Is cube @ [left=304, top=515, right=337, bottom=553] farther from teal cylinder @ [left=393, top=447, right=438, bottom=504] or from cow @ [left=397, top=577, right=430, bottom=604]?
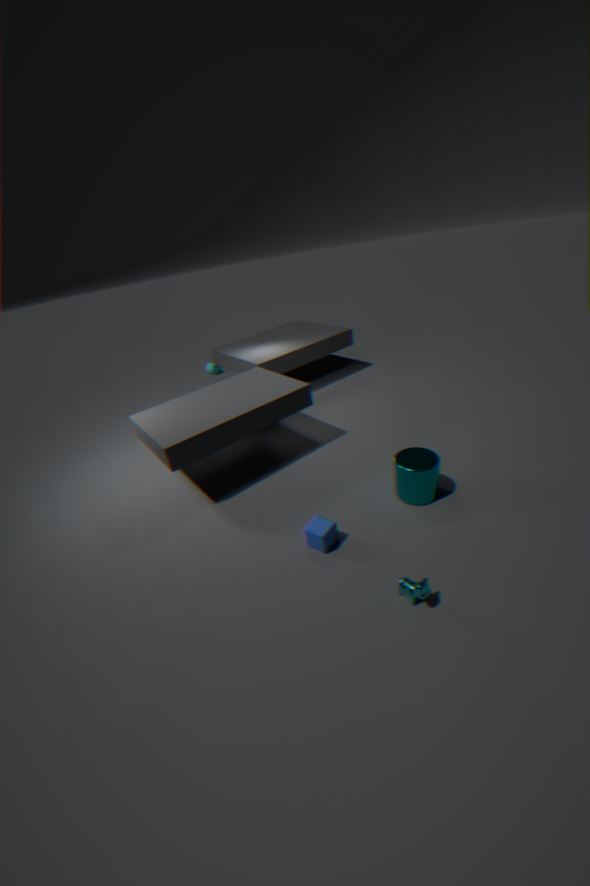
teal cylinder @ [left=393, top=447, right=438, bottom=504]
